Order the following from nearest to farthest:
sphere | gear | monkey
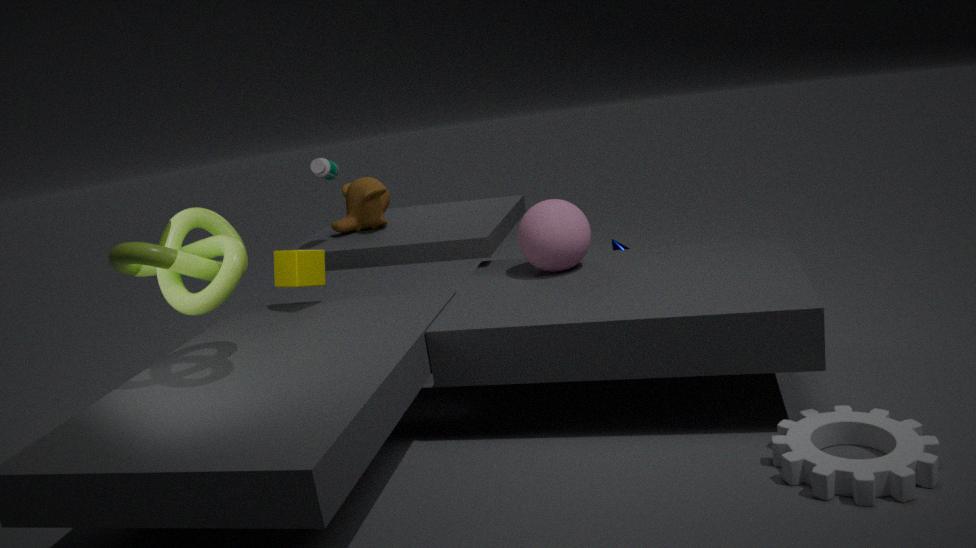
gear < sphere < monkey
